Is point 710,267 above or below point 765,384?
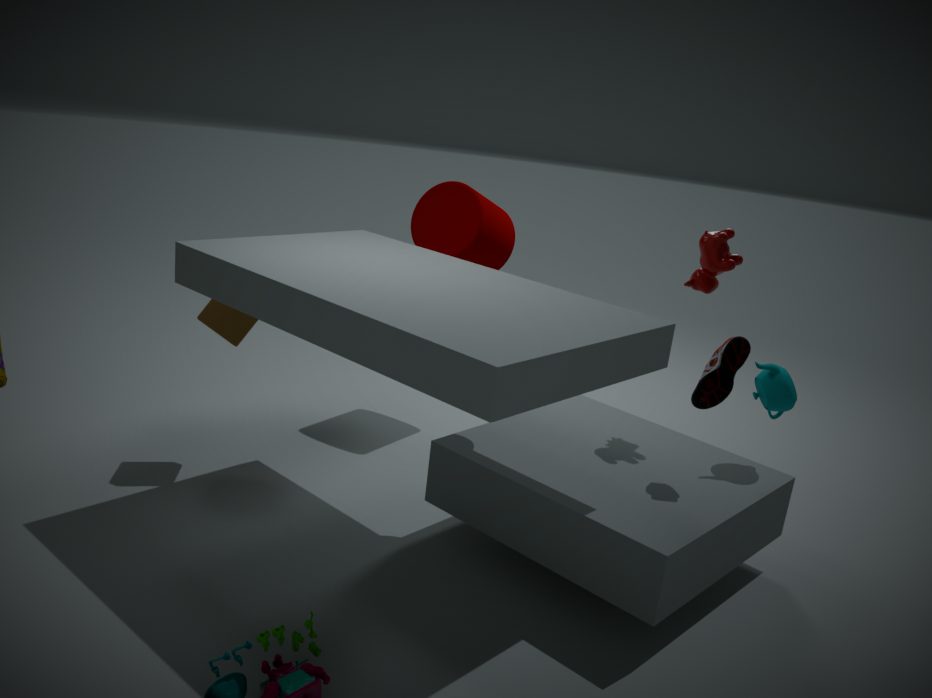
above
